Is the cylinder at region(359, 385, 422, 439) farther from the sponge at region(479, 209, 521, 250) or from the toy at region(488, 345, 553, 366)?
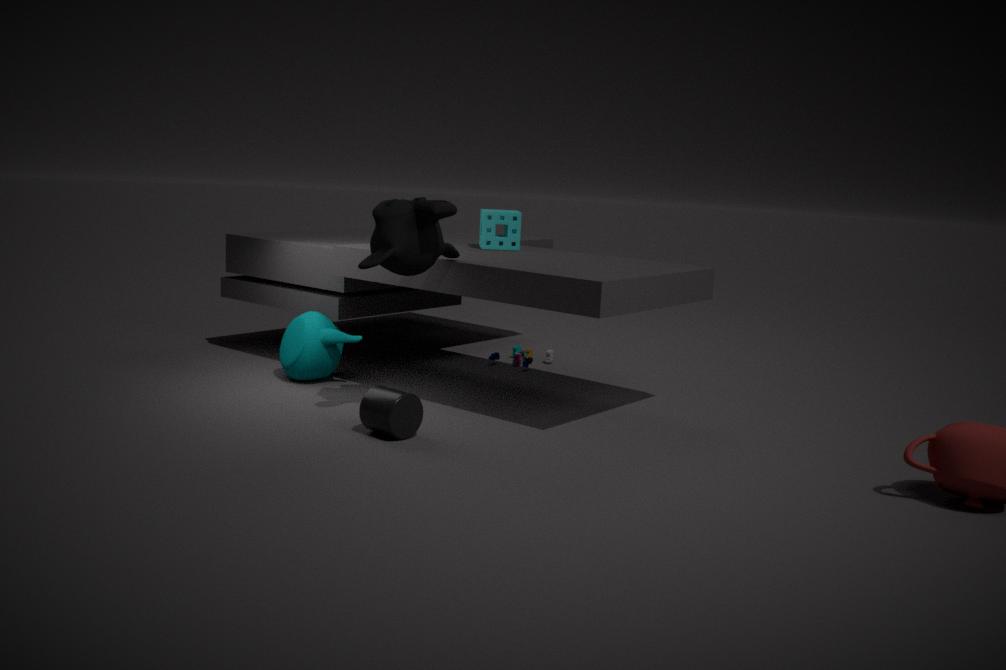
the toy at region(488, 345, 553, 366)
